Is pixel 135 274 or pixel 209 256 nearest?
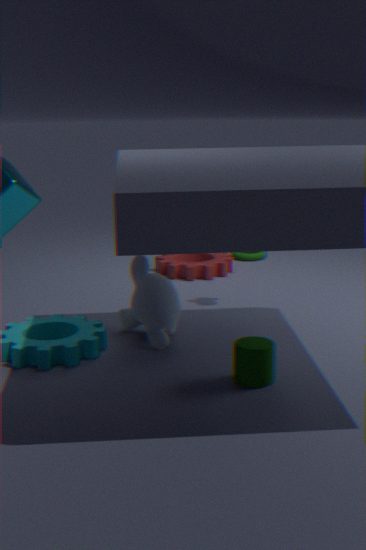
pixel 135 274
